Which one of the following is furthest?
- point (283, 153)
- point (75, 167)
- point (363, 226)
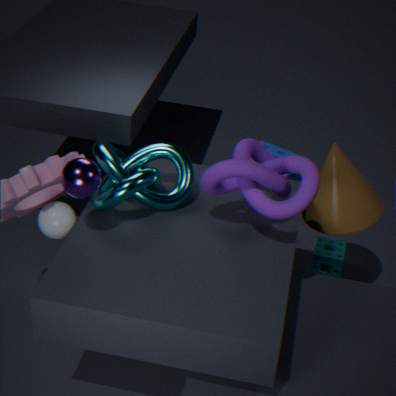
point (283, 153)
